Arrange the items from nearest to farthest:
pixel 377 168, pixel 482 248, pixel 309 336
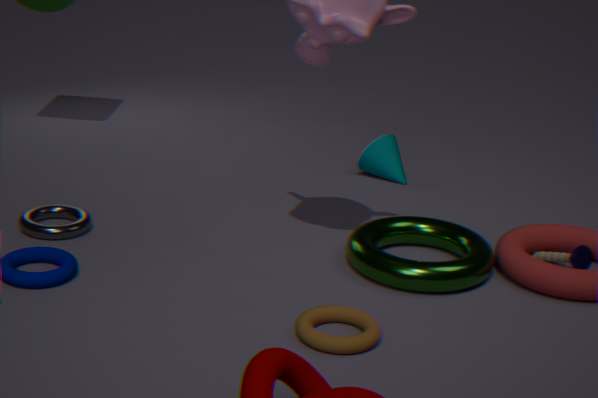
pixel 309 336
pixel 482 248
pixel 377 168
